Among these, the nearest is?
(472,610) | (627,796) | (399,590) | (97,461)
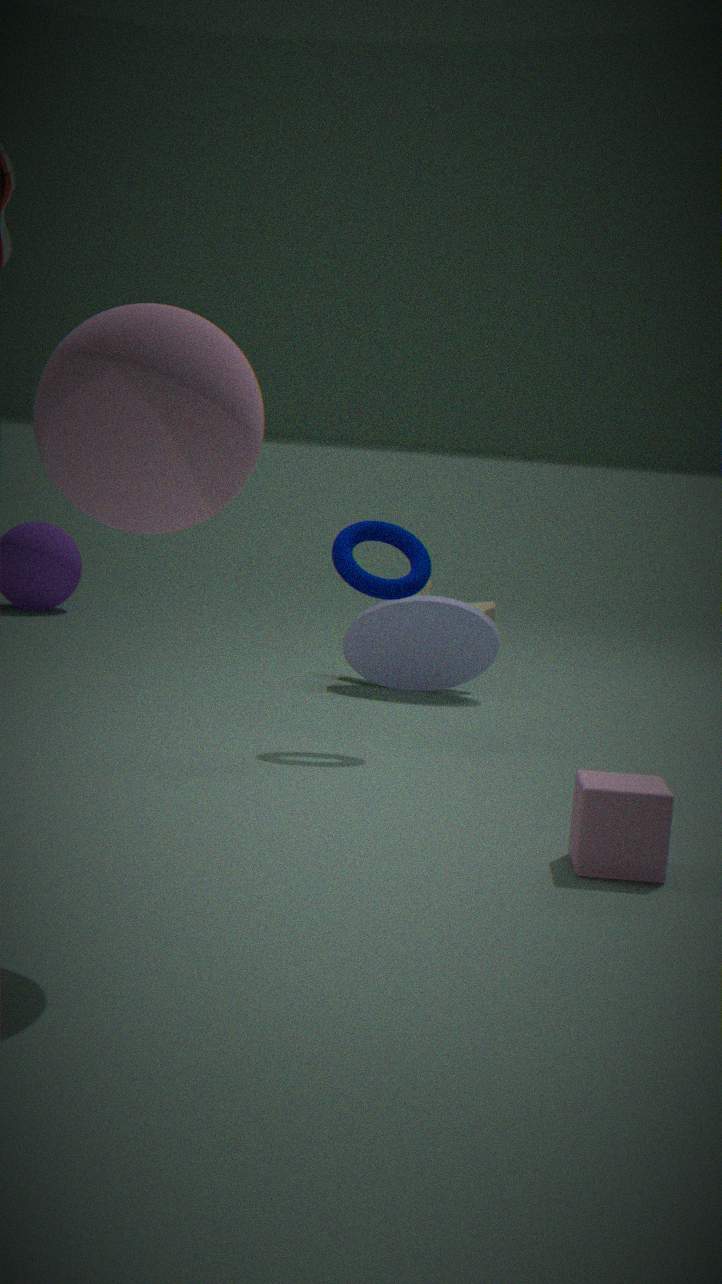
(97,461)
